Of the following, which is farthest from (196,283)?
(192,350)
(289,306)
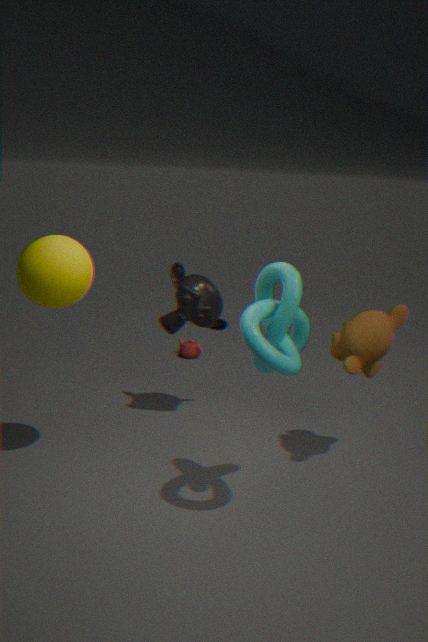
(192,350)
